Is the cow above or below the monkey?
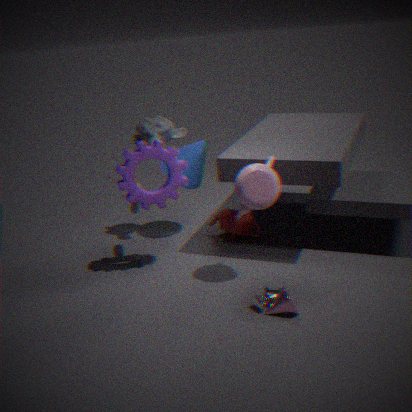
below
